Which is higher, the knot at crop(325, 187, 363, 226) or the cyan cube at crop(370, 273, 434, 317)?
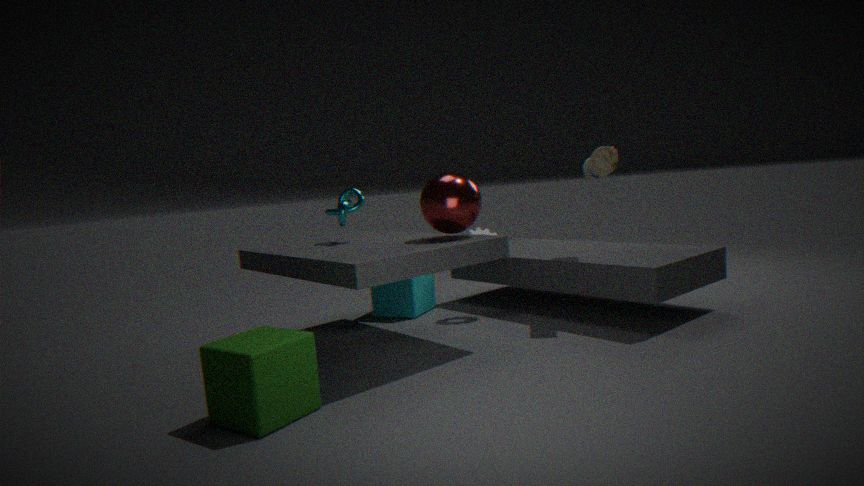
the knot at crop(325, 187, 363, 226)
